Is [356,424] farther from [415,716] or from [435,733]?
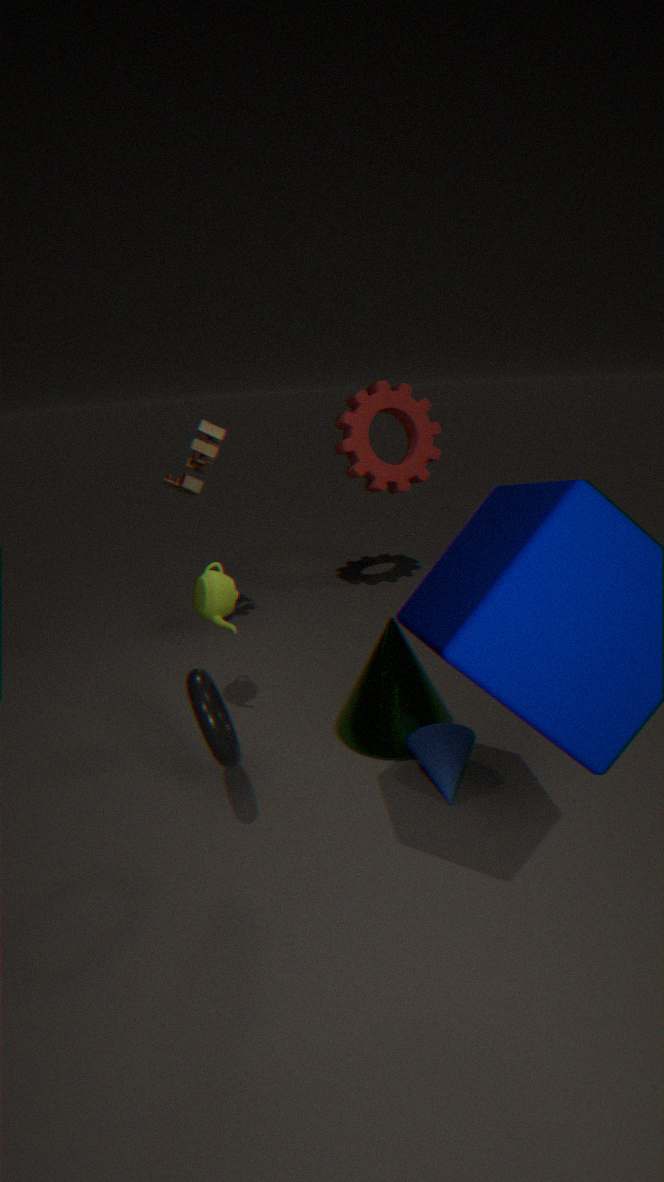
[435,733]
